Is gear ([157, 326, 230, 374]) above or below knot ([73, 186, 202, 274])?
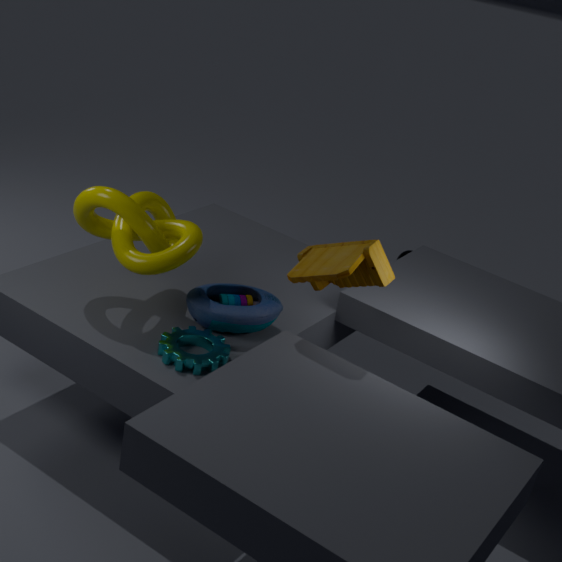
below
